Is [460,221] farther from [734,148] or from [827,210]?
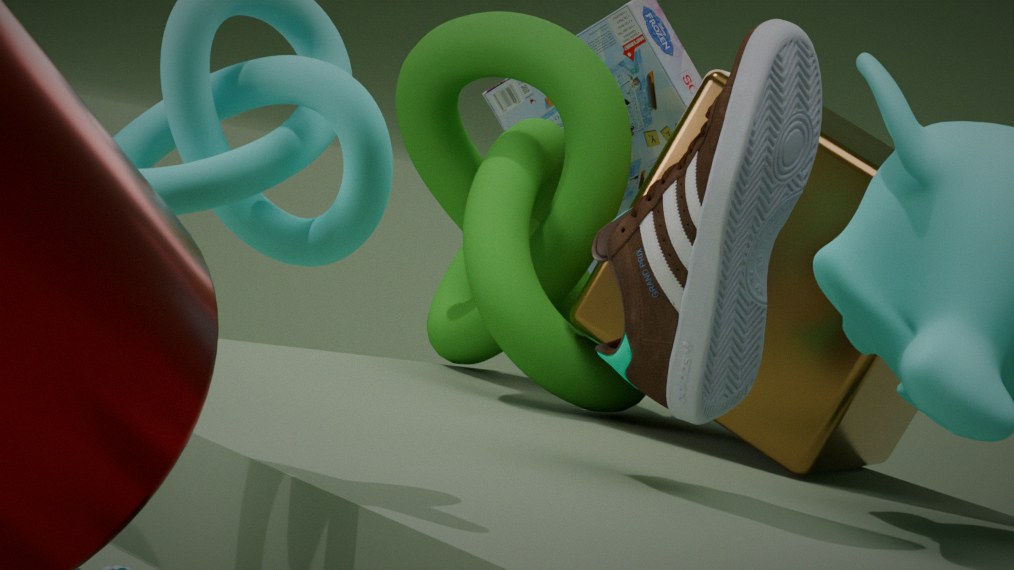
[734,148]
